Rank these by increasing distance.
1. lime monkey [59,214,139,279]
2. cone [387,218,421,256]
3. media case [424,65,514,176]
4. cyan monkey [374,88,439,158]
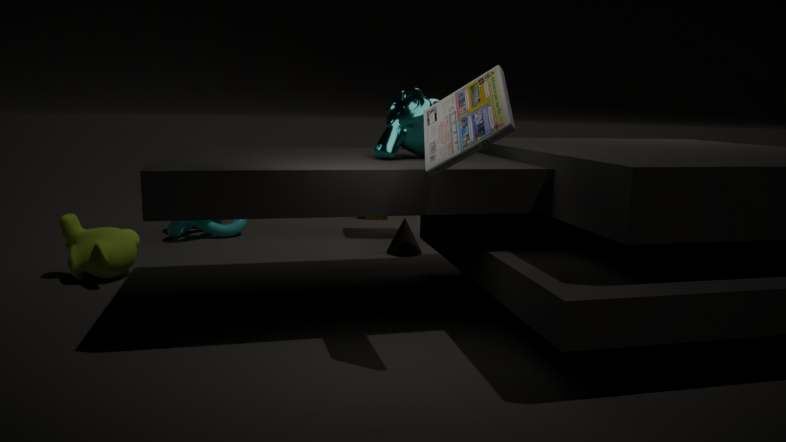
media case [424,65,514,176]
cyan monkey [374,88,439,158]
lime monkey [59,214,139,279]
cone [387,218,421,256]
